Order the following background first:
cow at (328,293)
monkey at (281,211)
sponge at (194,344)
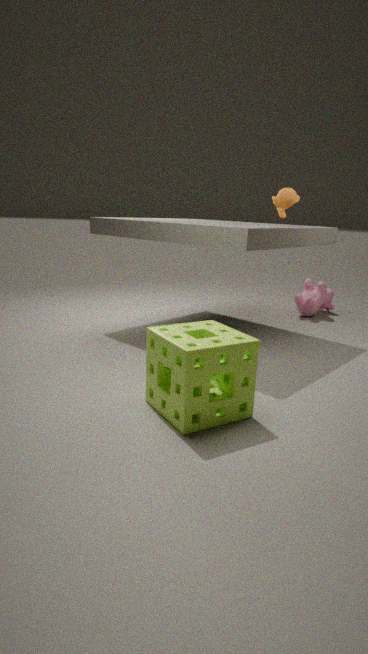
cow at (328,293) → monkey at (281,211) → sponge at (194,344)
